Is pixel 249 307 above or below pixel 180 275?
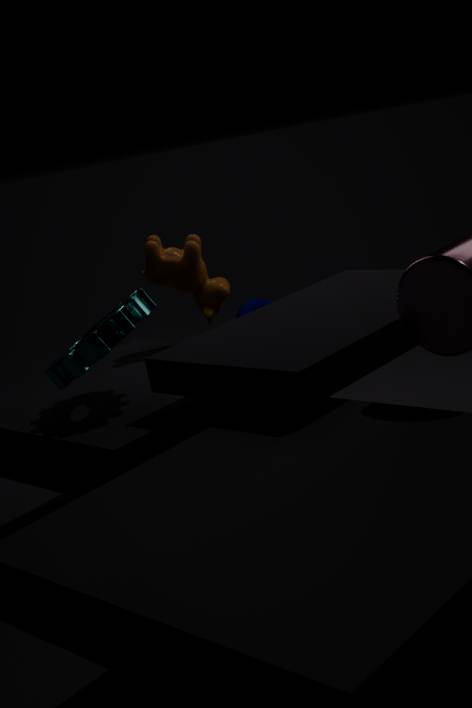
below
